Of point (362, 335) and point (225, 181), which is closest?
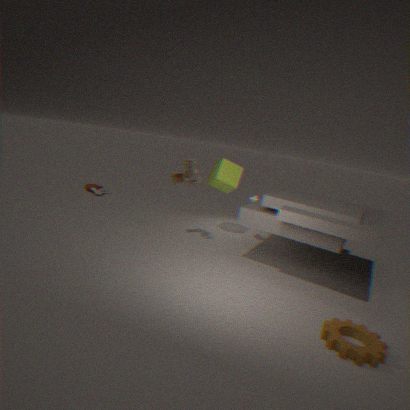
point (362, 335)
